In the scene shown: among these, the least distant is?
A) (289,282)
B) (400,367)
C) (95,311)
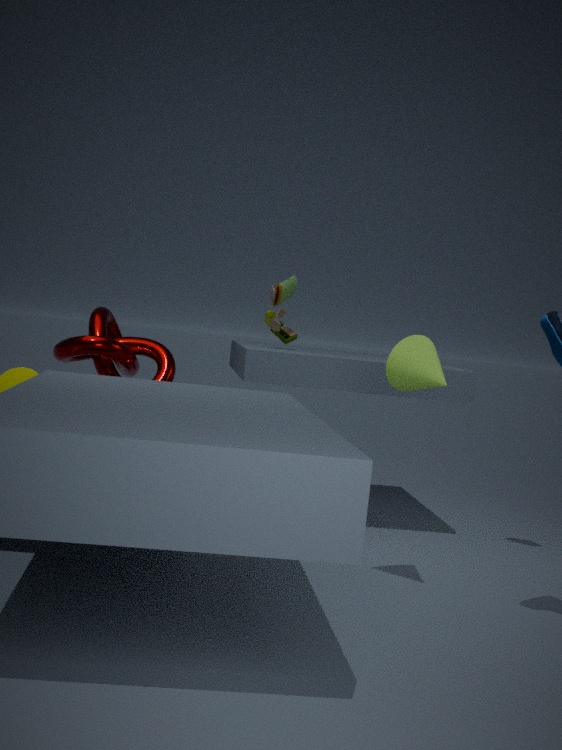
(400,367)
